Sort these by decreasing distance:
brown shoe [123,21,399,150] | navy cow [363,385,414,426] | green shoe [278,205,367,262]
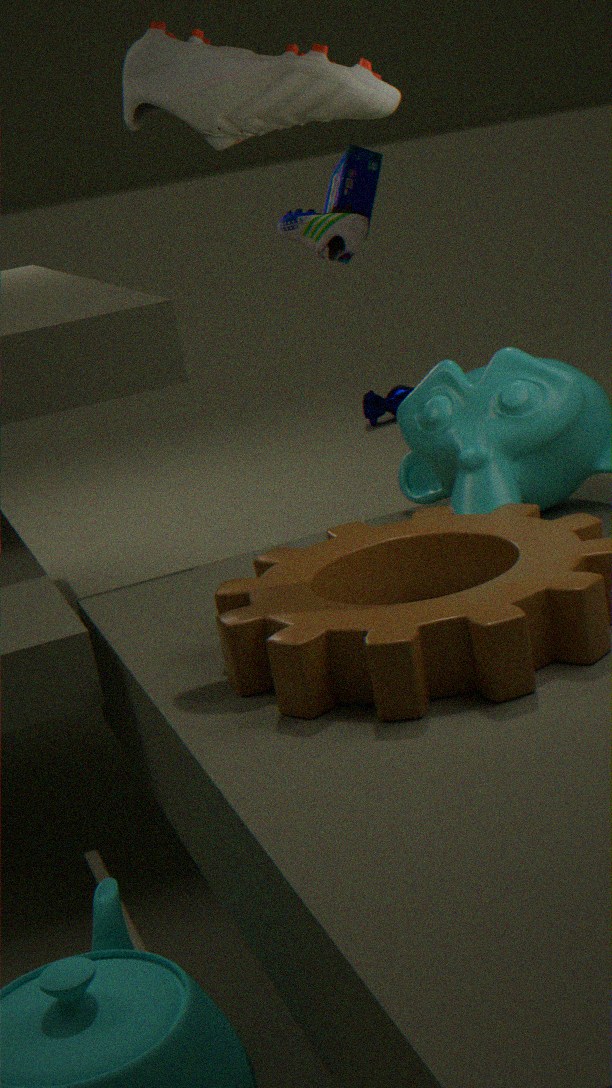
navy cow [363,385,414,426]
green shoe [278,205,367,262]
brown shoe [123,21,399,150]
